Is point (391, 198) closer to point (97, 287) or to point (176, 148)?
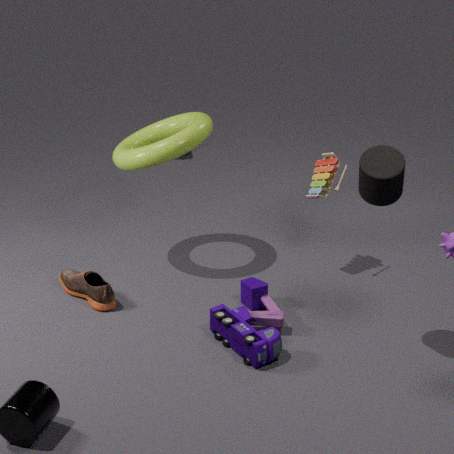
point (176, 148)
